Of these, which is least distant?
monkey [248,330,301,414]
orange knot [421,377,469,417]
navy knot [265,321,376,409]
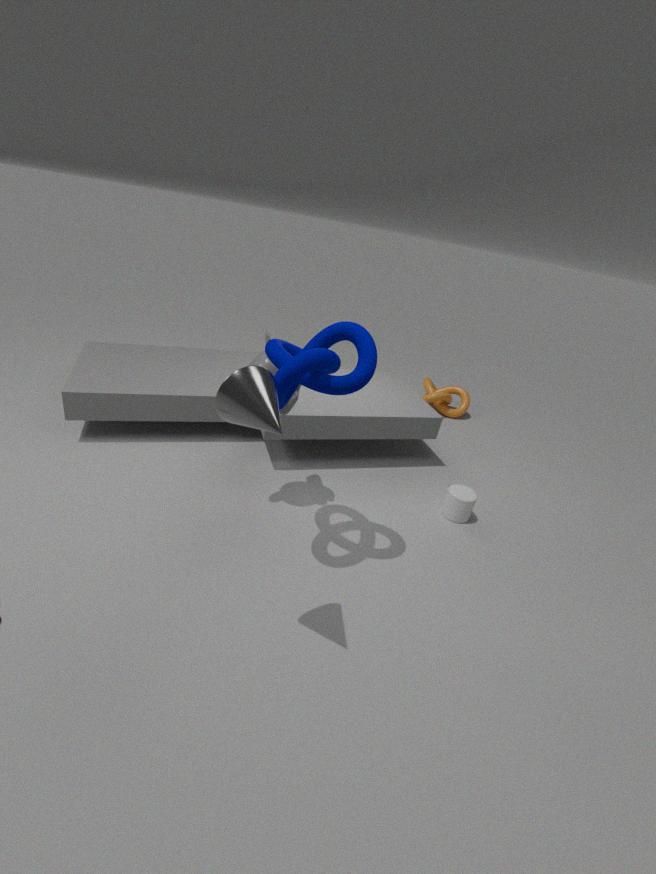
navy knot [265,321,376,409]
